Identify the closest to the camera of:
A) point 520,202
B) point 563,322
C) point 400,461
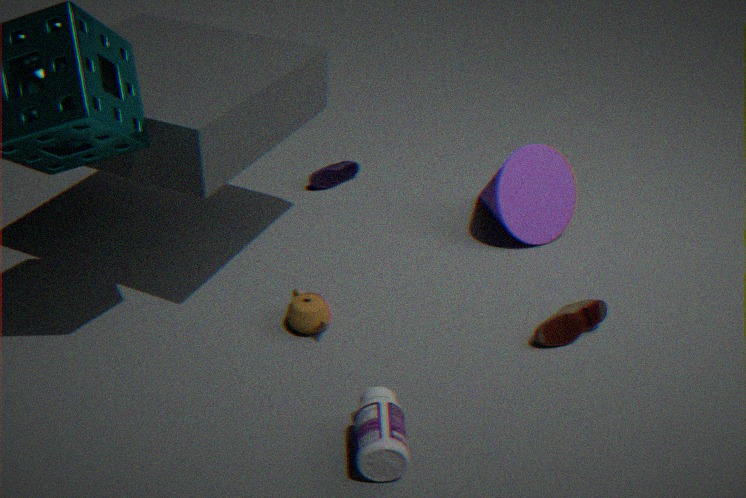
point 400,461
